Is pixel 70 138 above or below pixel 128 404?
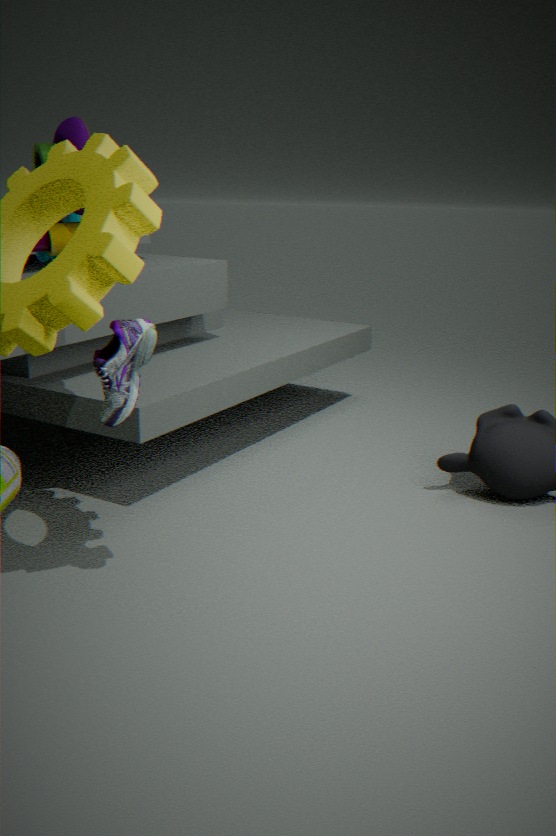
above
